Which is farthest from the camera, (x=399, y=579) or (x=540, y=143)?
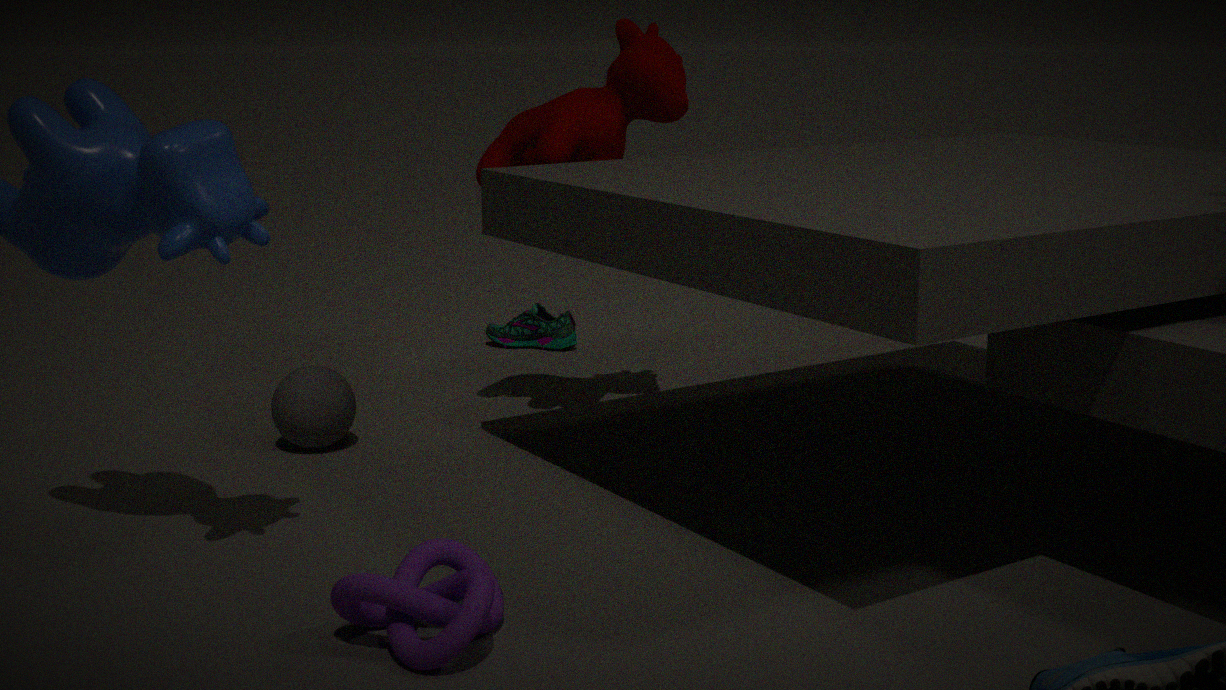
(x=540, y=143)
